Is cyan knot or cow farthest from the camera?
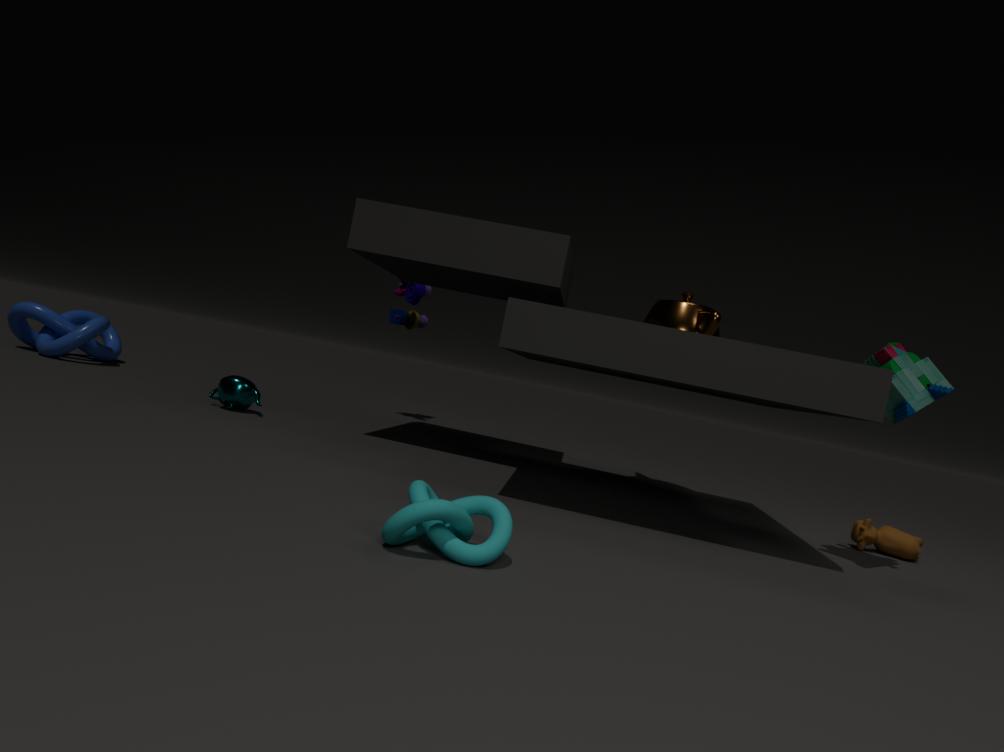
Answer: cow
